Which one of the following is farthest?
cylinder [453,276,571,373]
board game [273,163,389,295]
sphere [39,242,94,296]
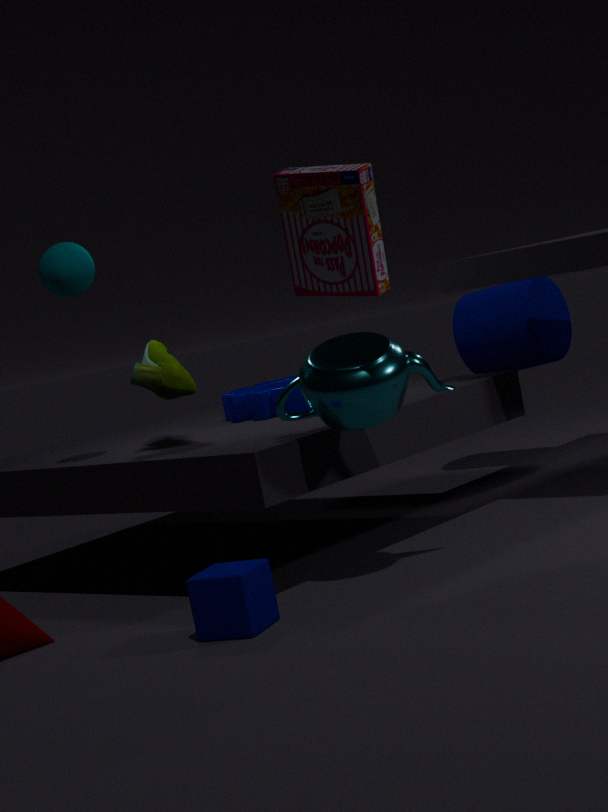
cylinder [453,276,571,373]
